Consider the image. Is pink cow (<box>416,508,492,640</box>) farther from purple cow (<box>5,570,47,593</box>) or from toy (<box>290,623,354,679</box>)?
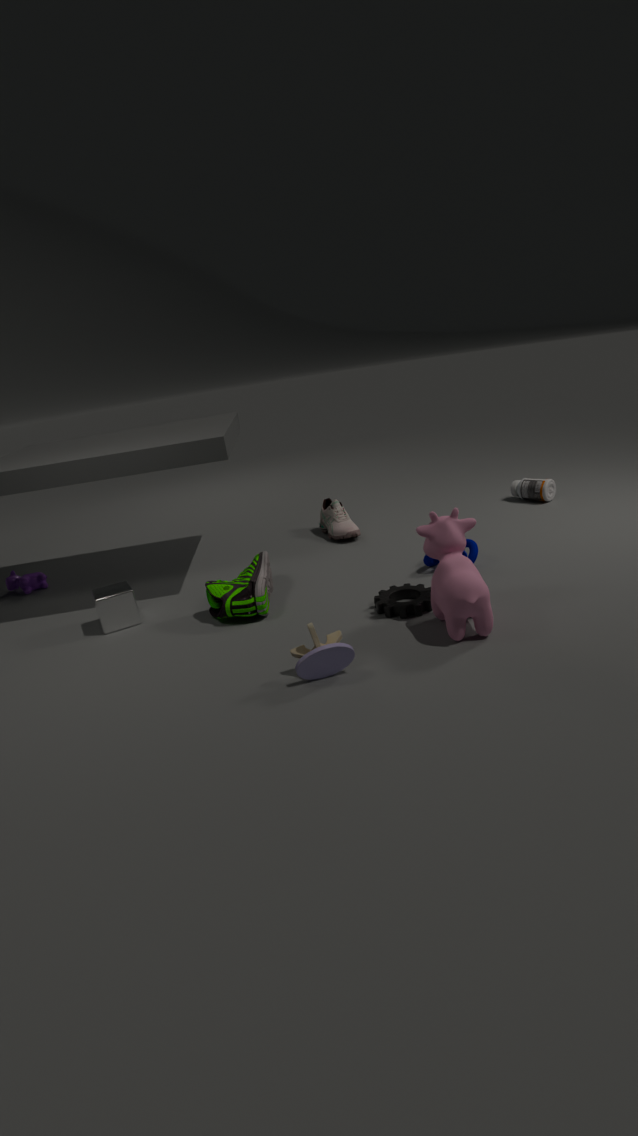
purple cow (<box>5,570,47,593</box>)
